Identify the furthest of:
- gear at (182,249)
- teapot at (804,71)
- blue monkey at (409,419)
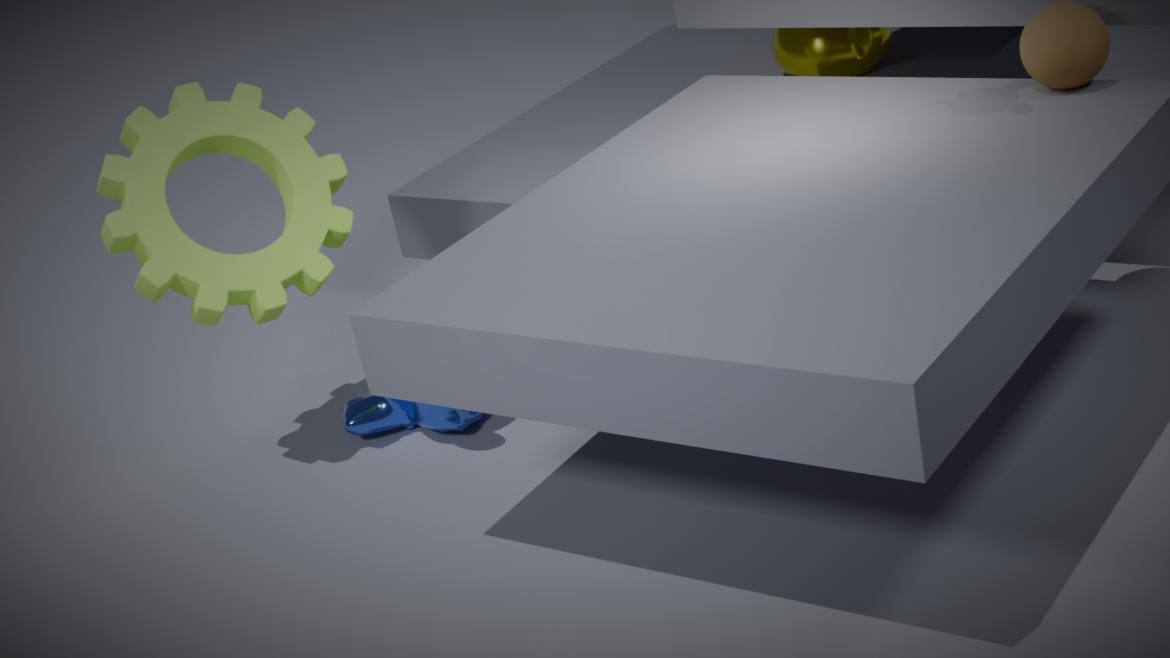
teapot at (804,71)
